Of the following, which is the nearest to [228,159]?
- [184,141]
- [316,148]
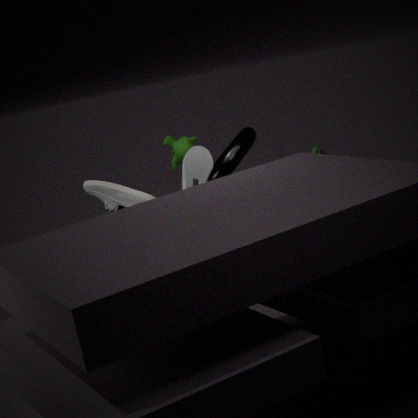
[184,141]
